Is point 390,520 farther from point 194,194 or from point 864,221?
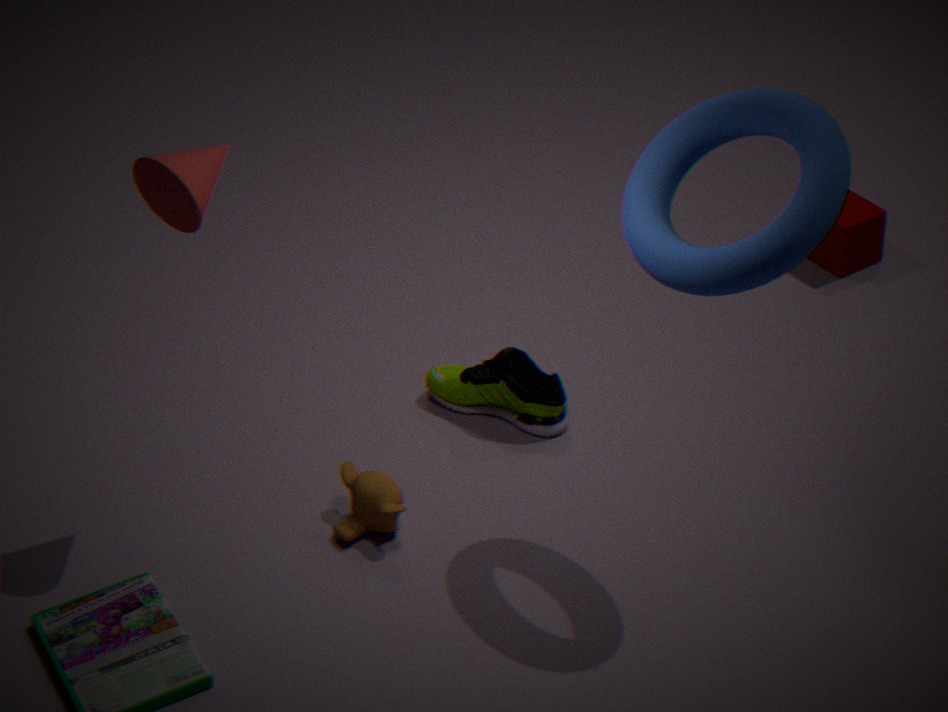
point 864,221
